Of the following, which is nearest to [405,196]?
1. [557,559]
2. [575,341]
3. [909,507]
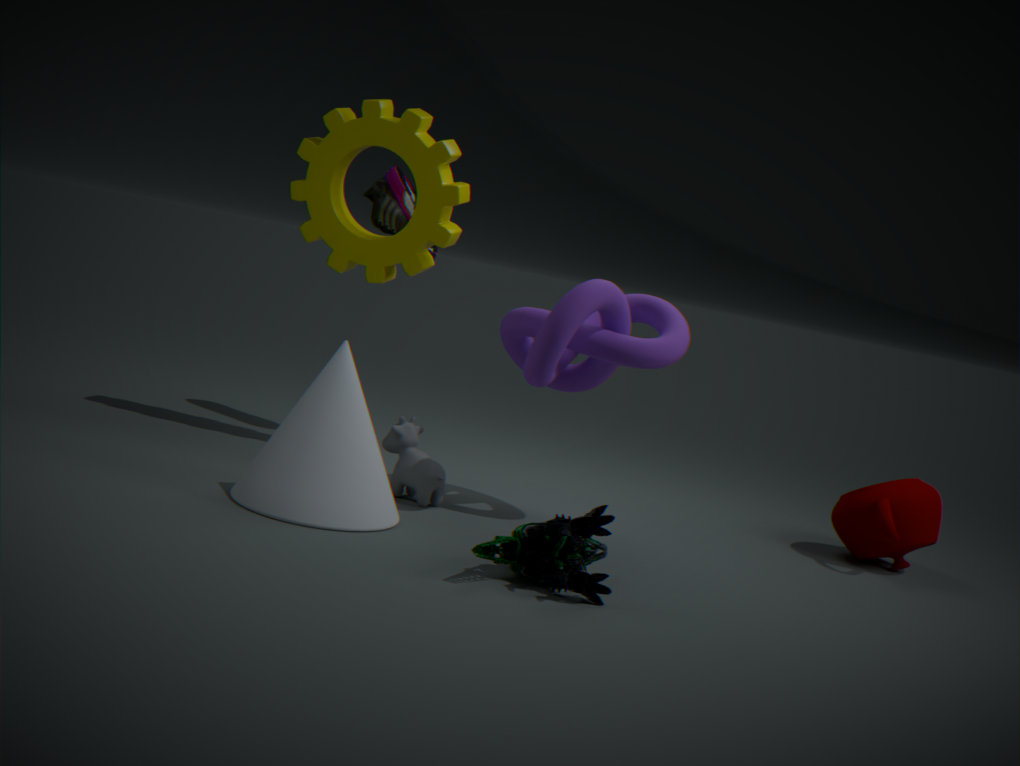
[575,341]
